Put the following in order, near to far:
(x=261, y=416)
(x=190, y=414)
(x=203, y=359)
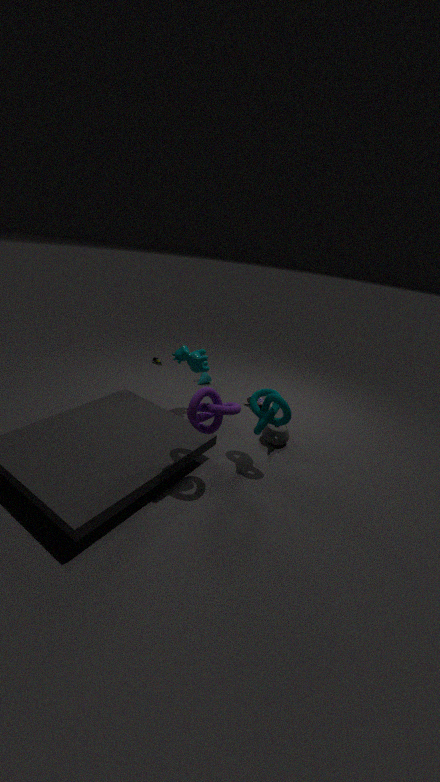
(x=190, y=414) → (x=261, y=416) → (x=203, y=359)
